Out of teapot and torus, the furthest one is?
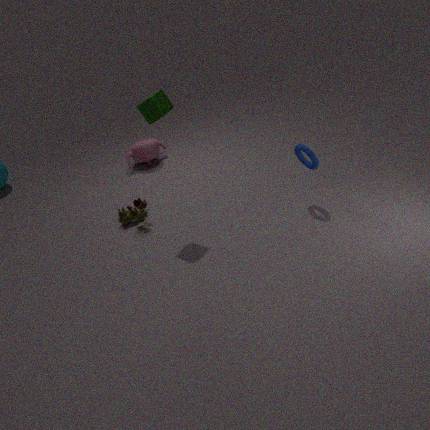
teapot
